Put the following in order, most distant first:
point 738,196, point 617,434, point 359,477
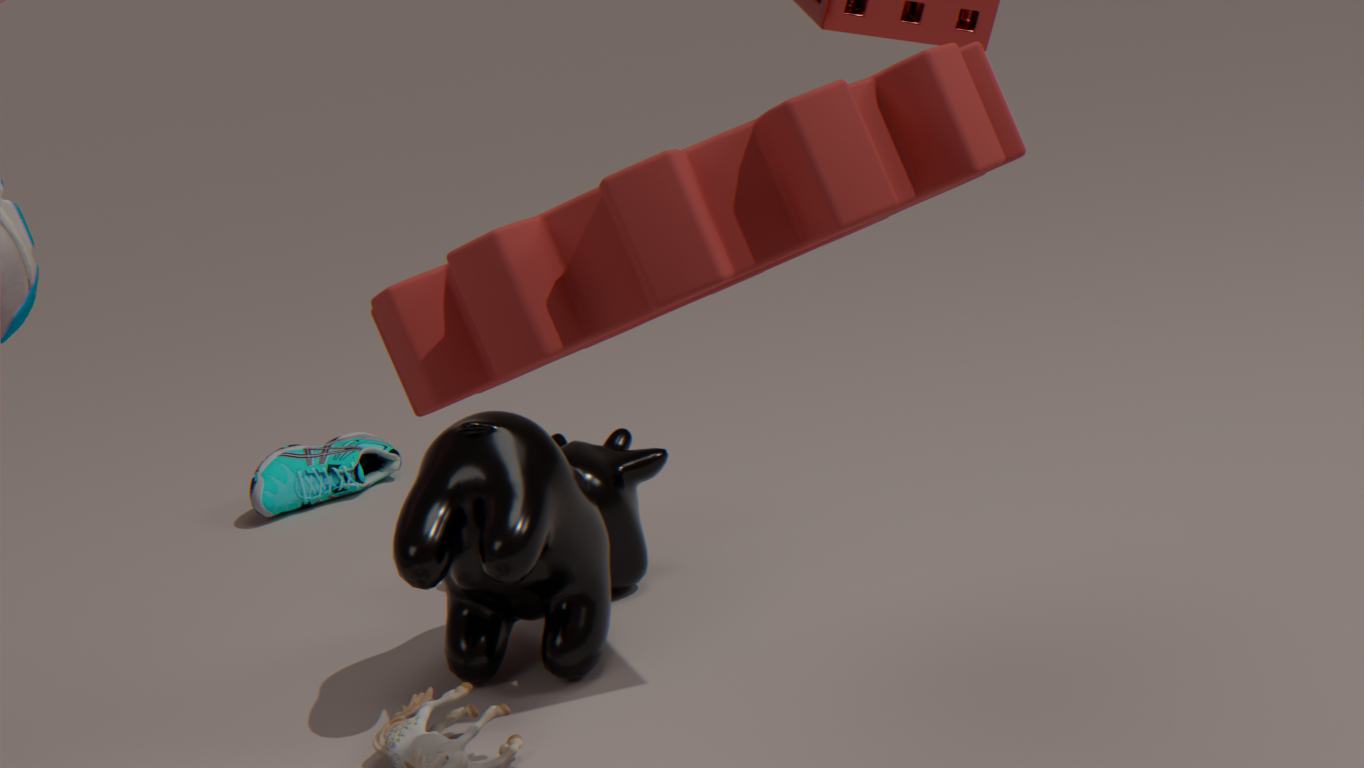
point 359,477
point 617,434
point 738,196
